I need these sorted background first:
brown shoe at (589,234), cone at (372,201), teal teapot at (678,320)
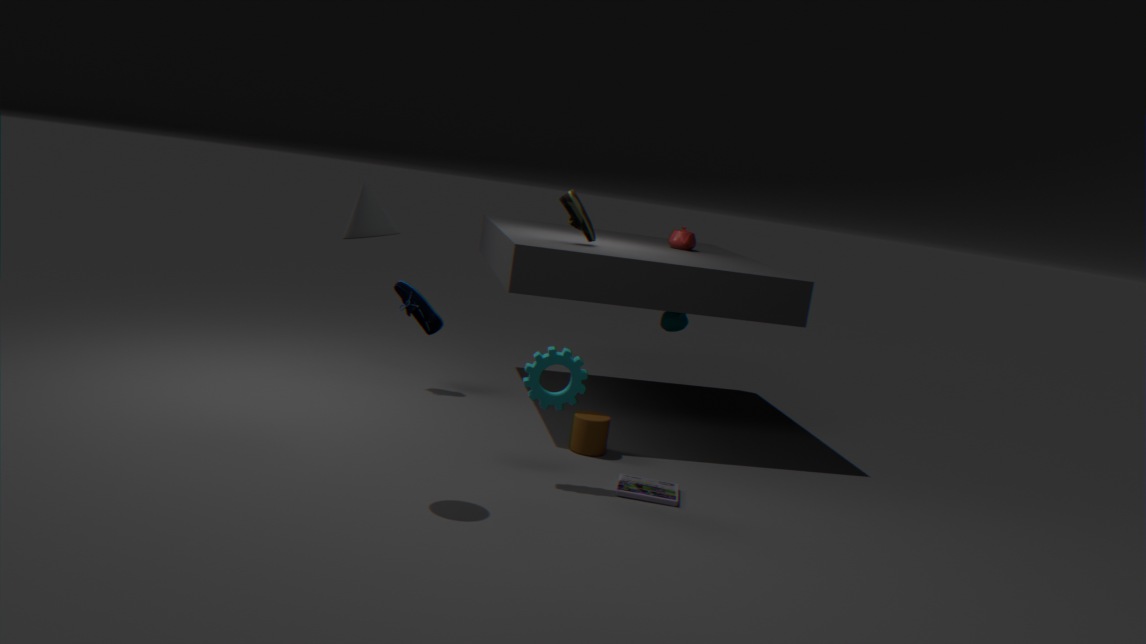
1. teal teapot at (678,320)
2. brown shoe at (589,234)
3. cone at (372,201)
